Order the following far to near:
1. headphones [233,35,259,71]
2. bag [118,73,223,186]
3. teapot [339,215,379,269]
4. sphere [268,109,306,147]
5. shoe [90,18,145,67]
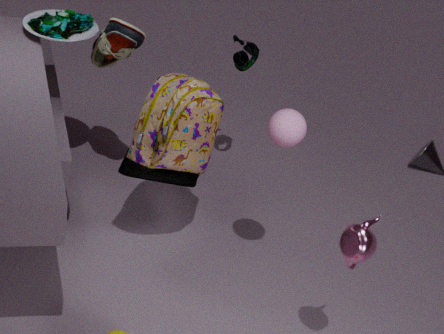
headphones [233,35,259,71] < shoe [90,18,145,67] < bag [118,73,223,186] < sphere [268,109,306,147] < teapot [339,215,379,269]
